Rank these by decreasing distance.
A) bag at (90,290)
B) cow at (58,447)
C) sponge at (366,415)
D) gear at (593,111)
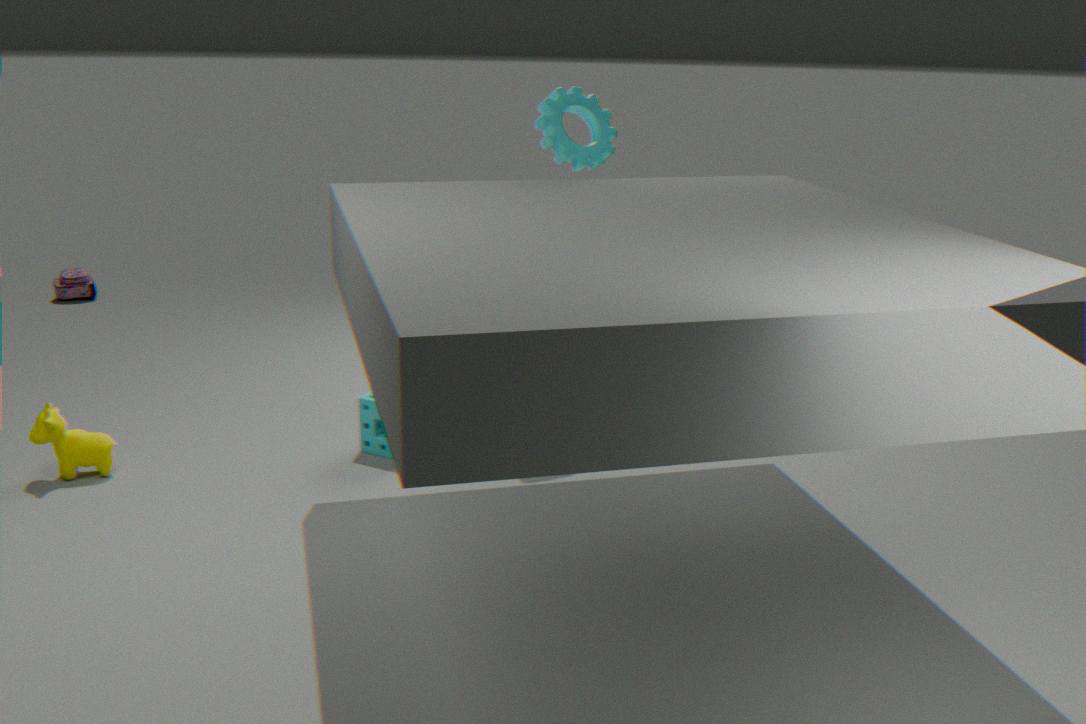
A. bag at (90,290), D. gear at (593,111), C. sponge at (366,415), B. cow at (58,447)
